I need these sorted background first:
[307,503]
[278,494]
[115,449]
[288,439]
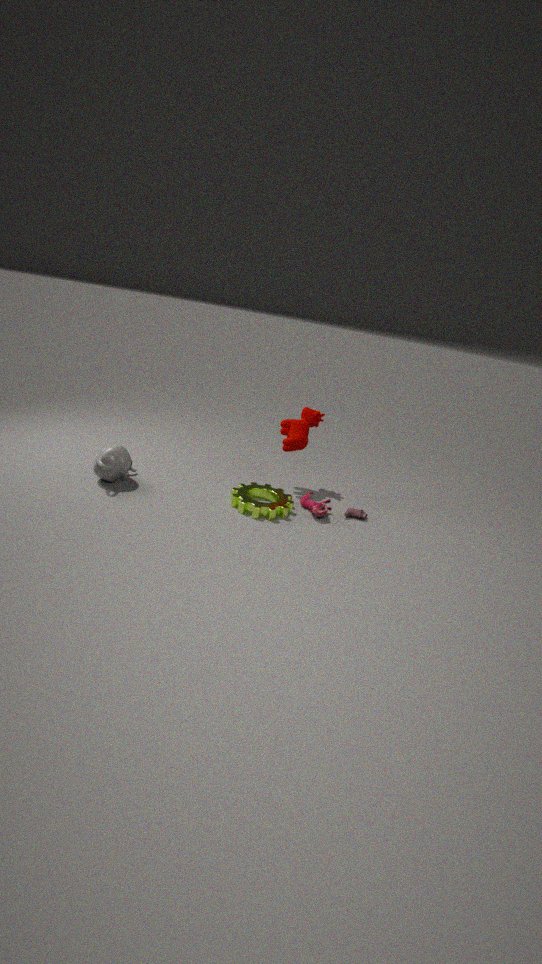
[288,439] < [307,503] < [278,494] < [115,449]
